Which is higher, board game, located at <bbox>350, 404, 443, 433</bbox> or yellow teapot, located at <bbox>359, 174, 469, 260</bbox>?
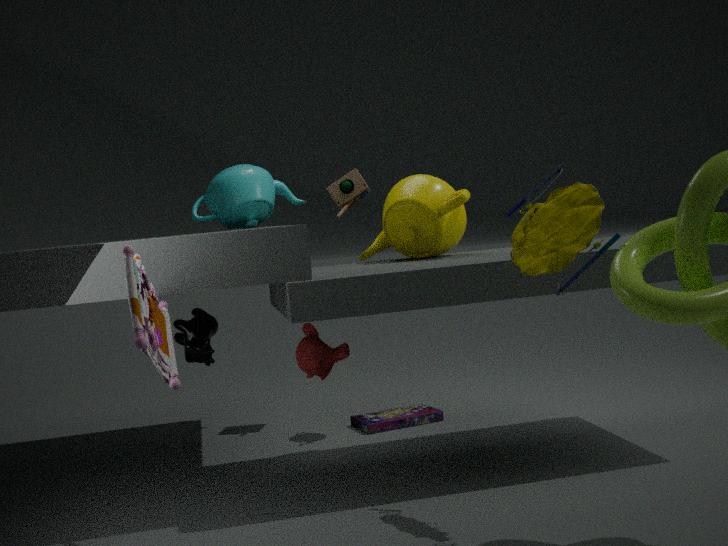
yellow teapot, located at <bbox>359, 174, 469, 260</bbox>
